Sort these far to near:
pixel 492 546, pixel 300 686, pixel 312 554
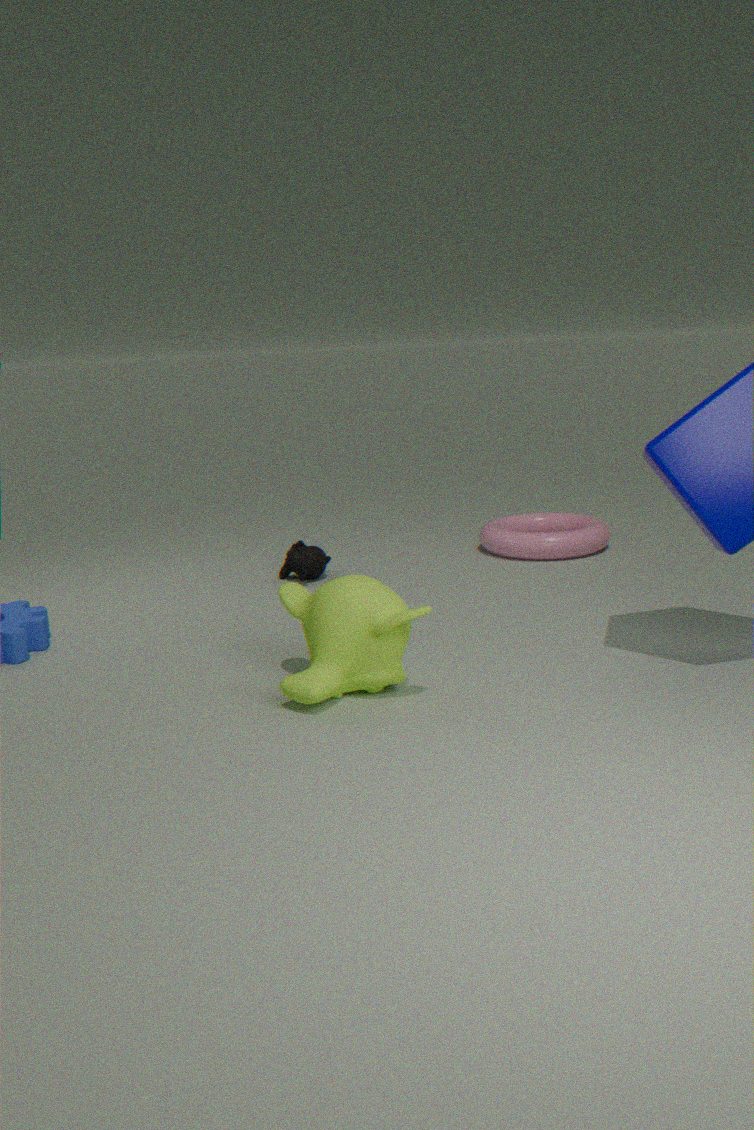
1. pixel 492 546
2. pixel 312 554
3. pixel 300 686
